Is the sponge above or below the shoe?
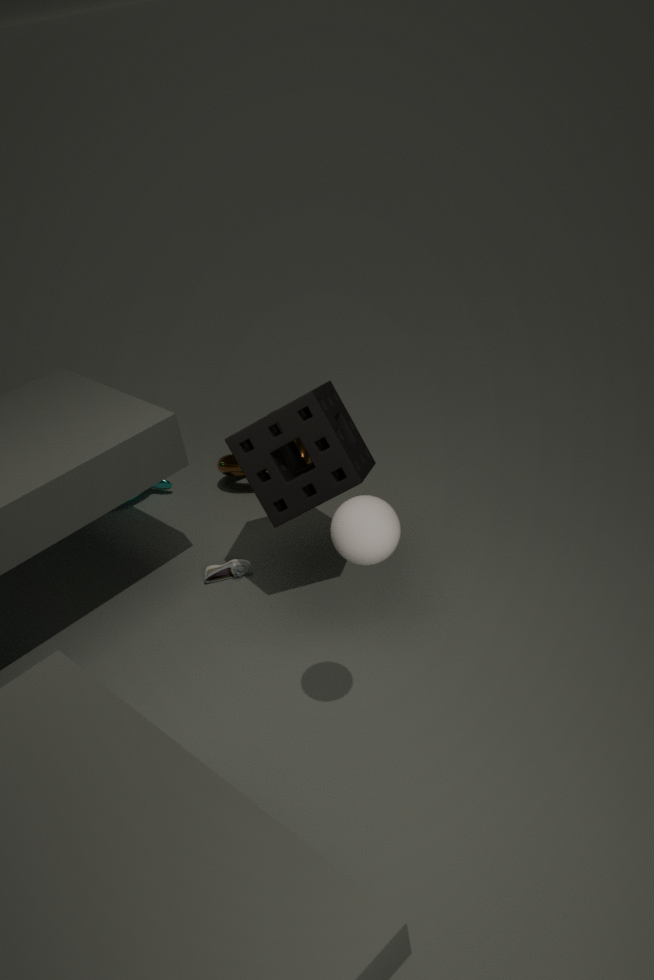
above
